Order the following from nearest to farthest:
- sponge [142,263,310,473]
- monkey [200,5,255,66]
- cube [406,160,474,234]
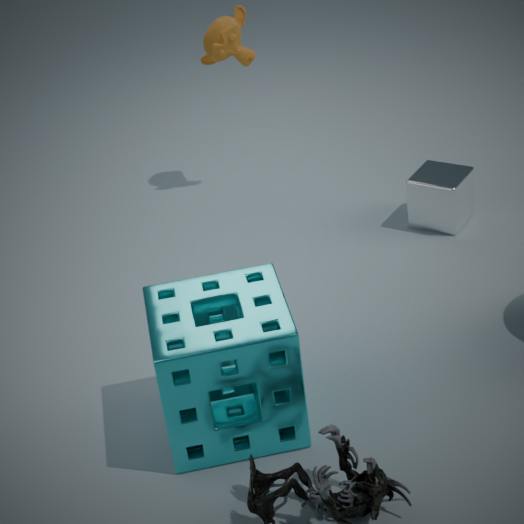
sponge [142,263,310,473] < cube [406,160,474,234] < monkey [200,5,255,66]
